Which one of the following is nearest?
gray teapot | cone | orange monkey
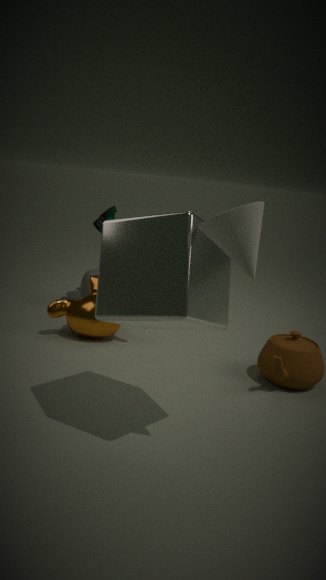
cone
